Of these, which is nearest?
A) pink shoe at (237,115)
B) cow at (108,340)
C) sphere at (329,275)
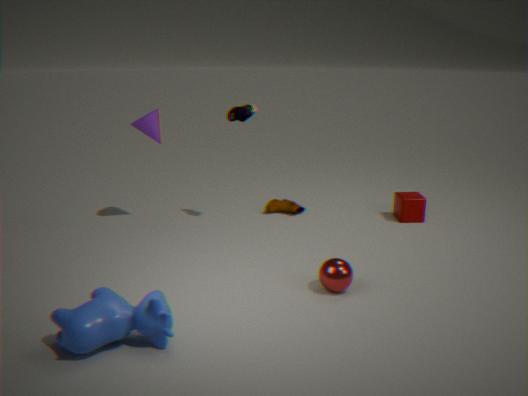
cow at (108,340)
